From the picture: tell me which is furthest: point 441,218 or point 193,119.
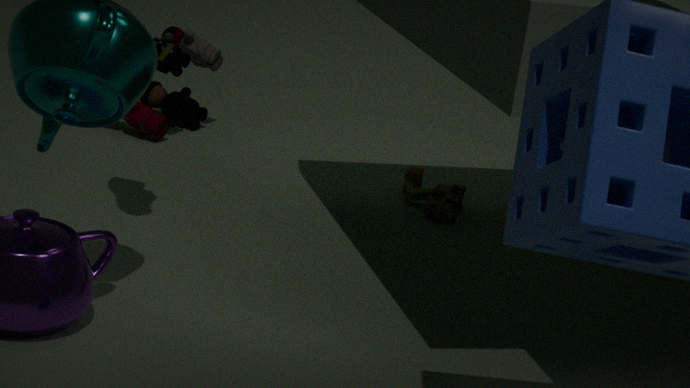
point 193,119
